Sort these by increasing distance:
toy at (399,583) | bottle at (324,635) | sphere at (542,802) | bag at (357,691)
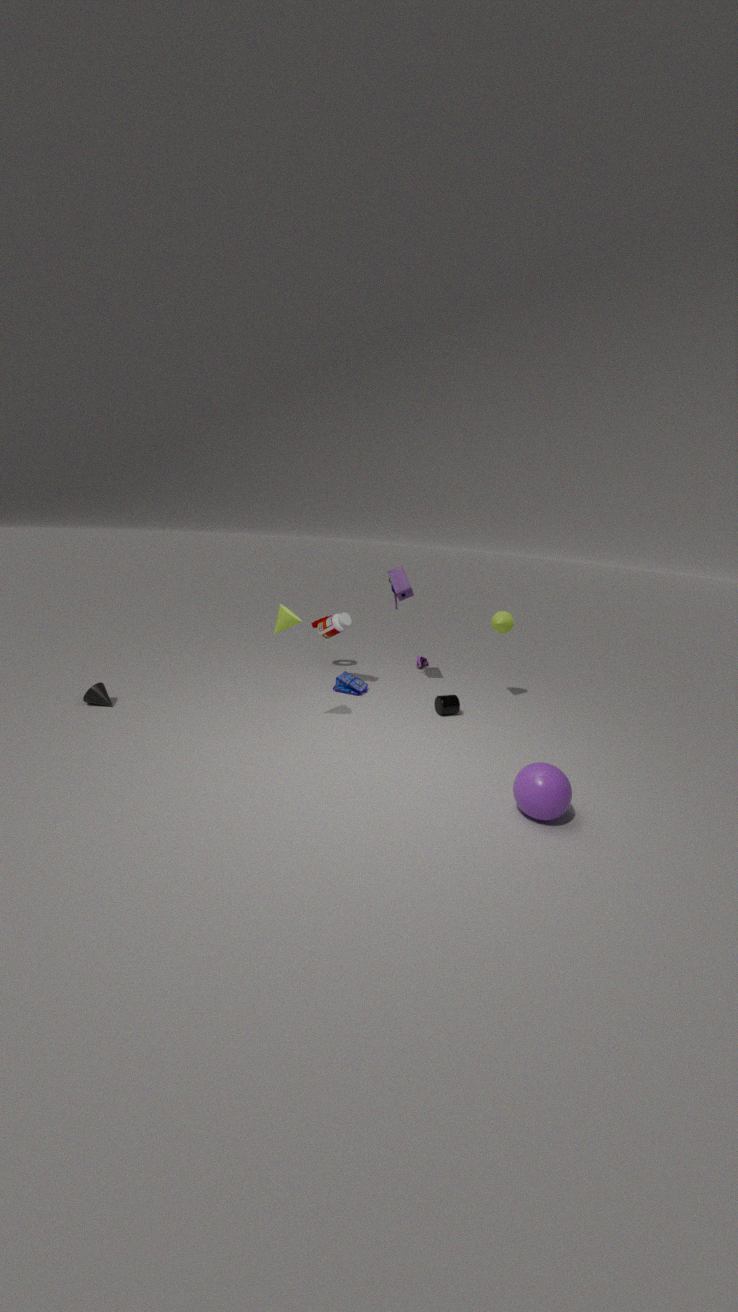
sphere at (542,802), toy at (399,583), bottle at (324,635), bag at (357,691)
